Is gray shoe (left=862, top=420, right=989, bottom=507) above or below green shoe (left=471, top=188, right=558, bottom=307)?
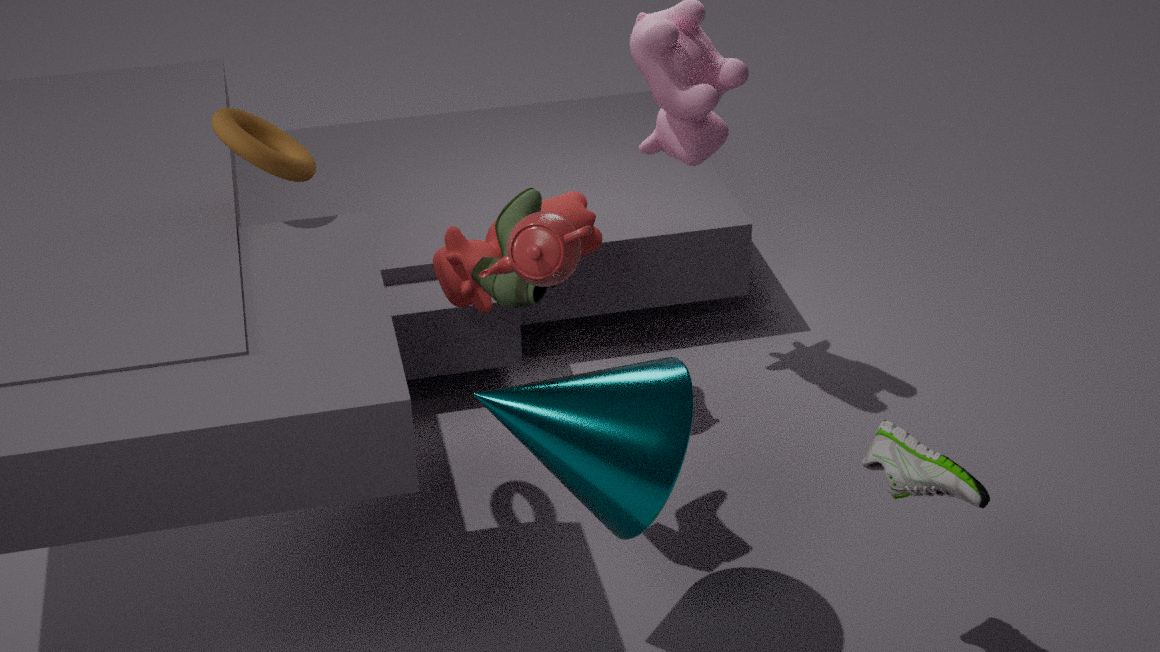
below
